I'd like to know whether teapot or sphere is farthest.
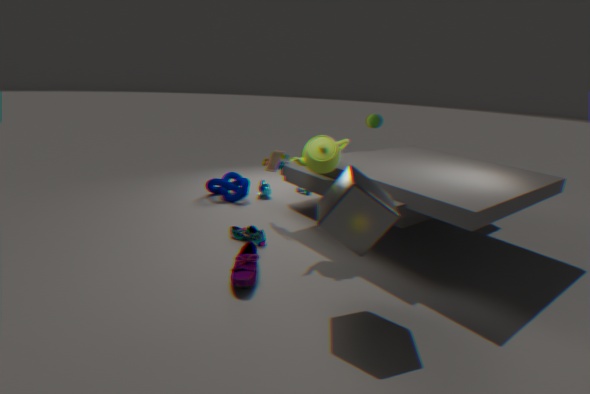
sphere
